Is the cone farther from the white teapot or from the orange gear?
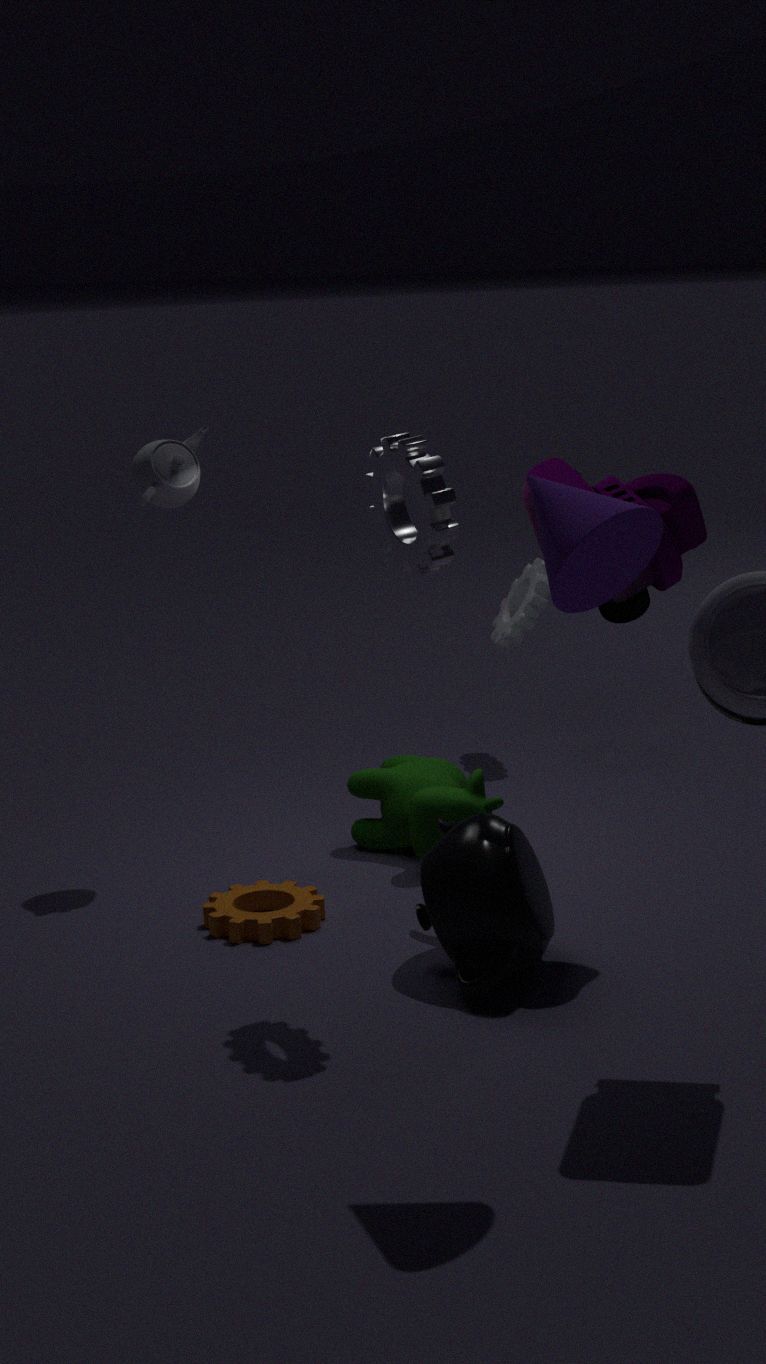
the white teapot
